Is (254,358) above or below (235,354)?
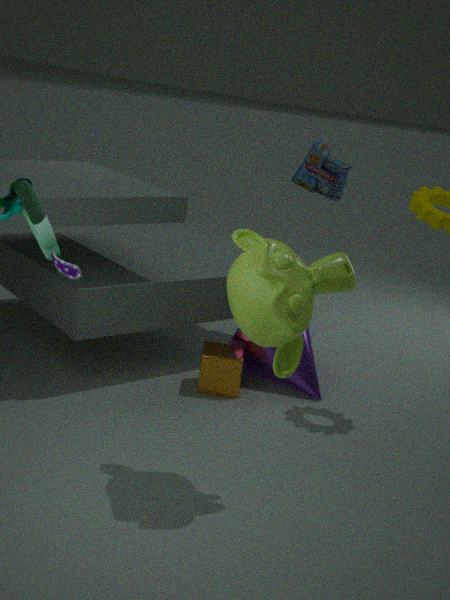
above
